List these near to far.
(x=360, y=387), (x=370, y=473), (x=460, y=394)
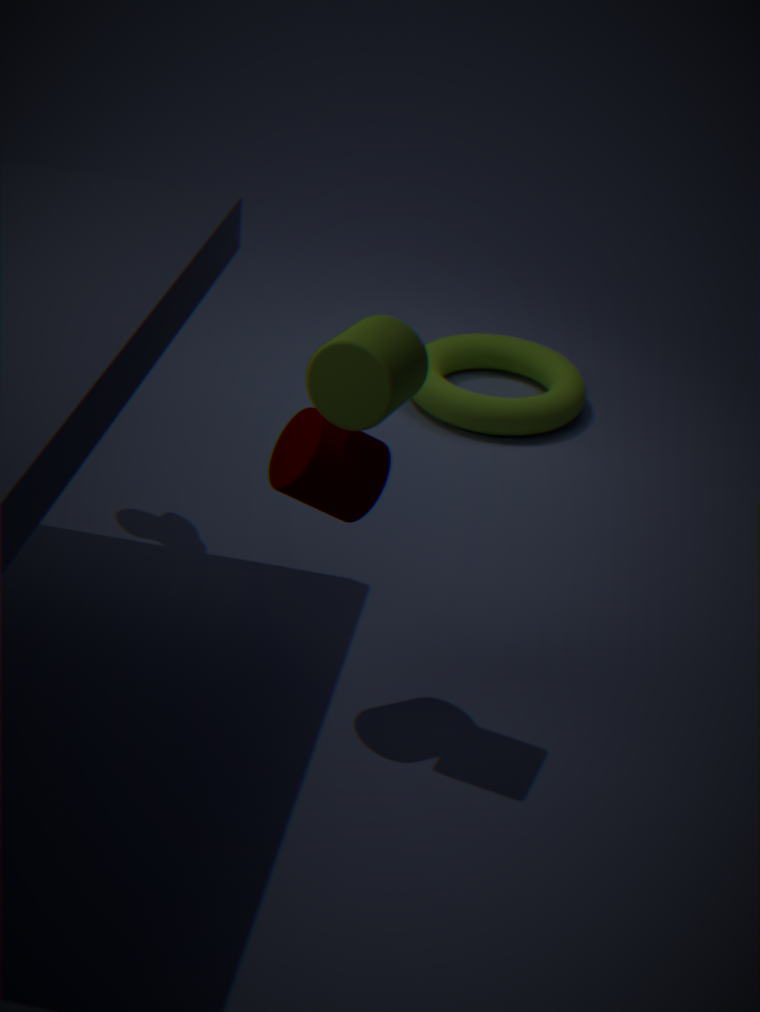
(x=360, y=387) < (x=370, y=473) < (x=460, y=394)
